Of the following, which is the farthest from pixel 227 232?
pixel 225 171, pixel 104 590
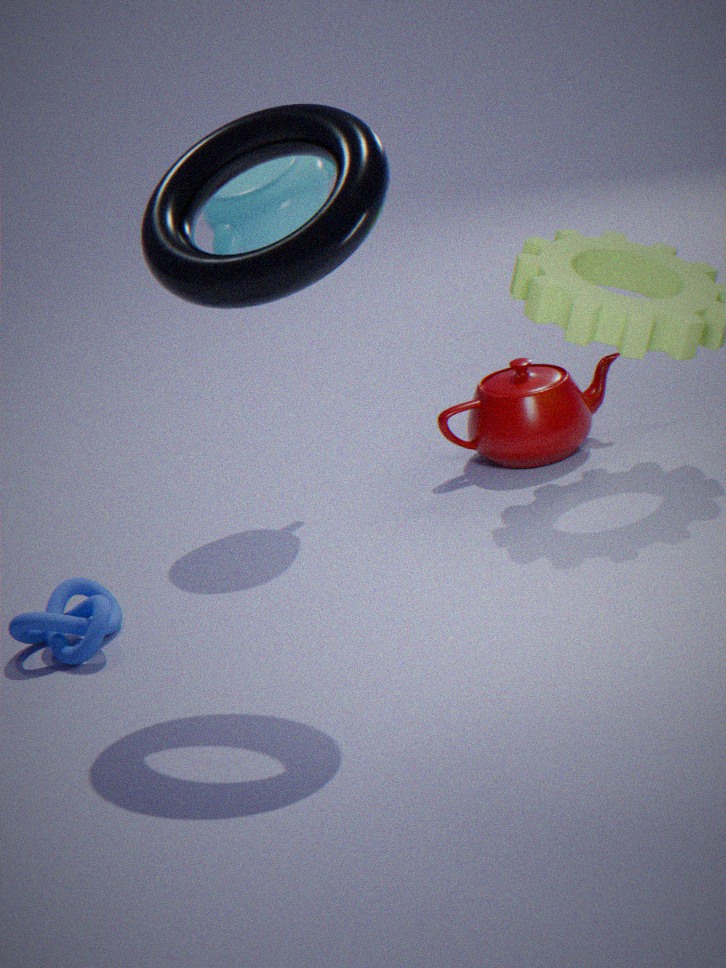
pixel 104 590
